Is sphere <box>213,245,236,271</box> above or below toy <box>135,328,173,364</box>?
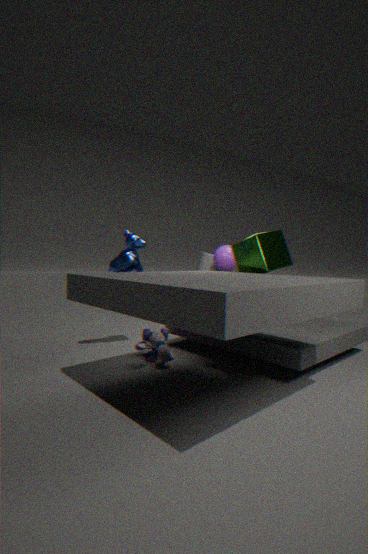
above
